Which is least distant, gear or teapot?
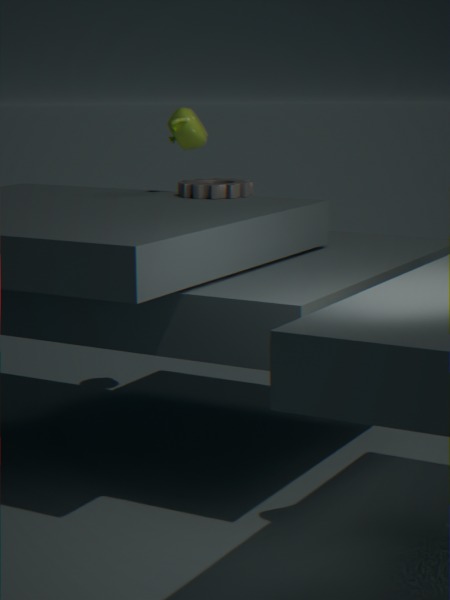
gear
